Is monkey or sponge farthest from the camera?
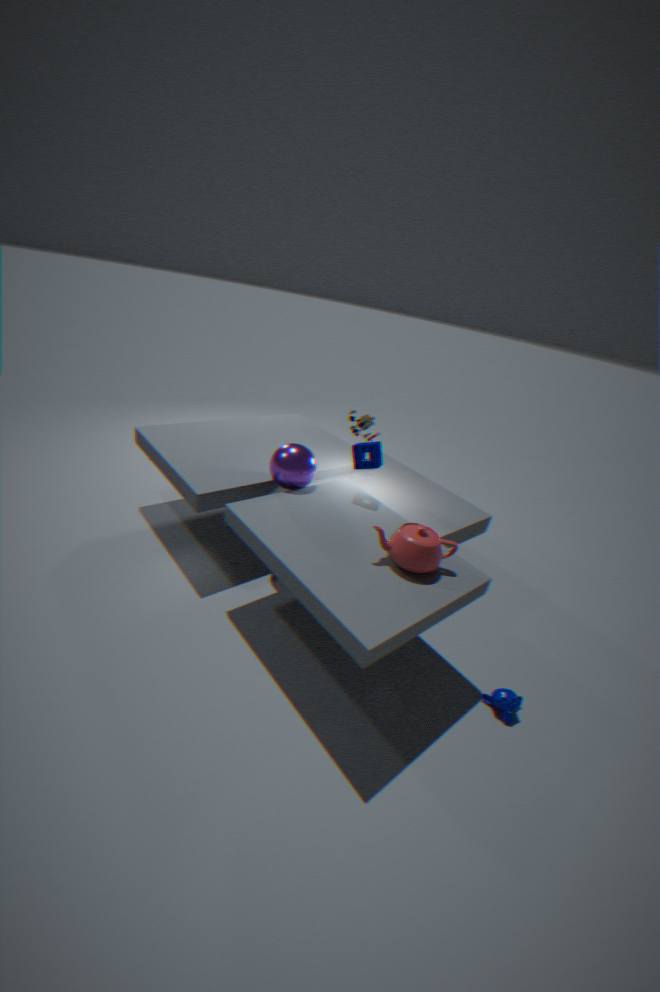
sponge
